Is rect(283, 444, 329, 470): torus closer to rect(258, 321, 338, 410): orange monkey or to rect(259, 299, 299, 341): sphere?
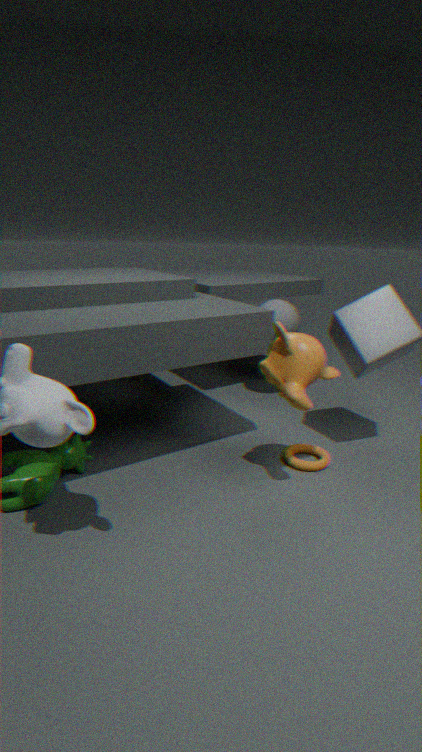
rect(258, 321, 338, 410): orange monkey
